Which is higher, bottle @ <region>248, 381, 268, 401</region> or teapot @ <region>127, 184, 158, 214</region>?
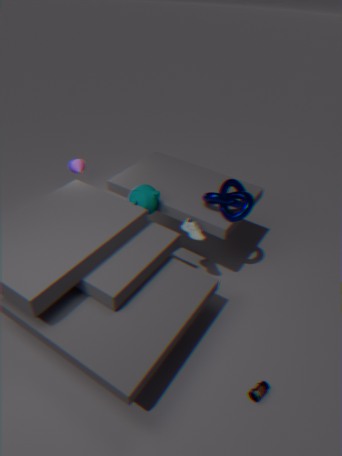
teapot @ <region>127, 184, 158, 214</region>
